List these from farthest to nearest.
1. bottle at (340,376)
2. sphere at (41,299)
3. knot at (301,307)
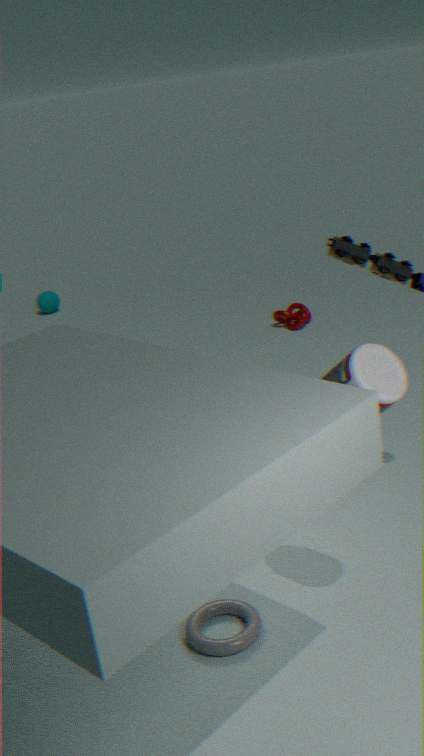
sphere at (41,299) → knot at (301,307) → bottle at (340,376)
